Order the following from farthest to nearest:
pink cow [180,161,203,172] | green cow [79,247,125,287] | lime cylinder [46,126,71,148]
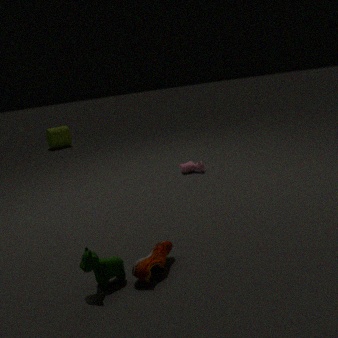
lime cylinder [46,126,71,148] → pink cow [180,161,203,172] → green cow [79,247,125,287]
